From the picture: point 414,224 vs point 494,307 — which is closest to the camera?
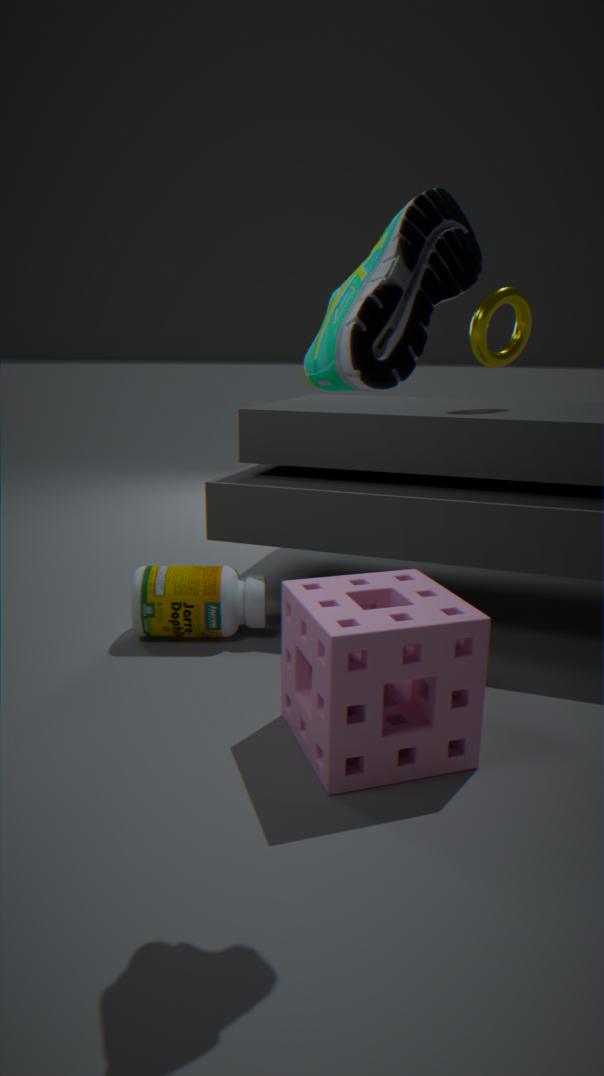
point 414,224
